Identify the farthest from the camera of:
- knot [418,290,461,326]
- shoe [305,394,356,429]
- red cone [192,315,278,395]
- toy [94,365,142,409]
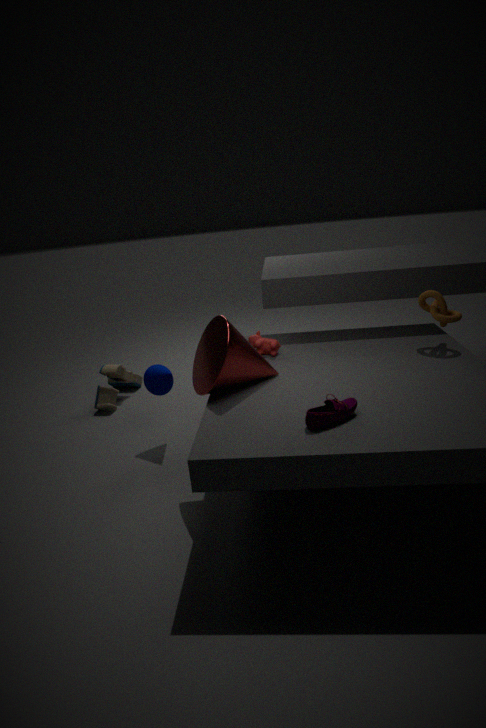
toy [94,365,142,409]
